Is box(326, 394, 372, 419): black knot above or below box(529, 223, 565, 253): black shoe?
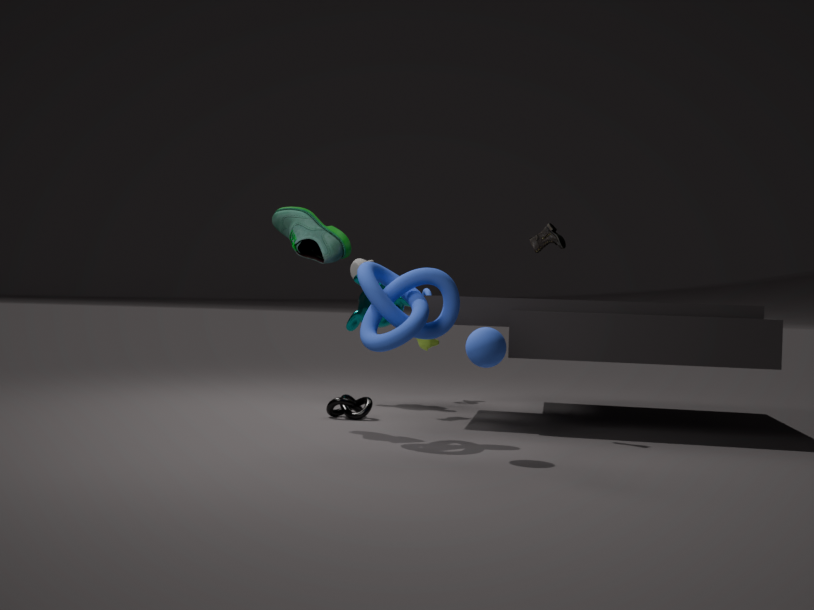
below
